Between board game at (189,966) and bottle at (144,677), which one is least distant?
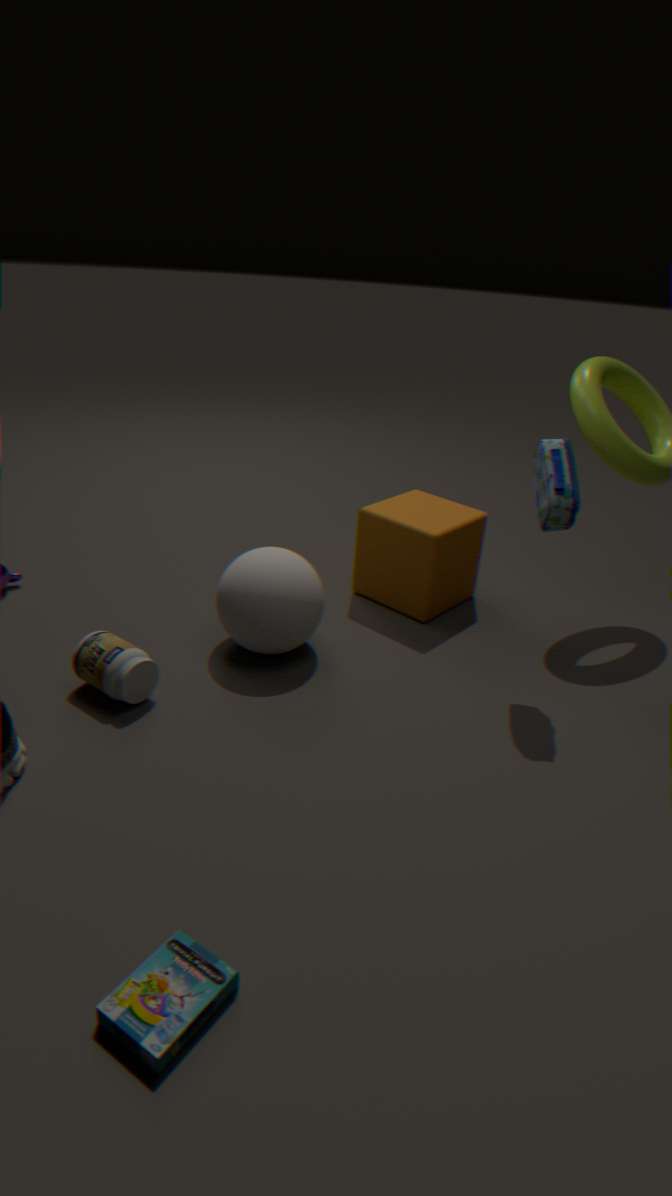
board game at (189,966)
